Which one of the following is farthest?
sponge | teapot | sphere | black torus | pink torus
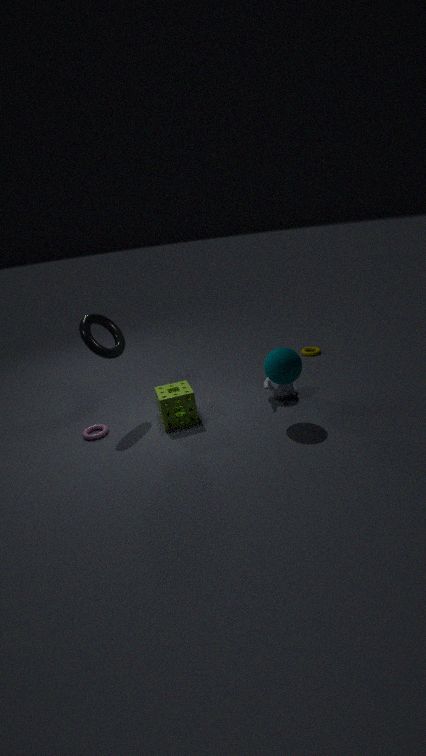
teapot
